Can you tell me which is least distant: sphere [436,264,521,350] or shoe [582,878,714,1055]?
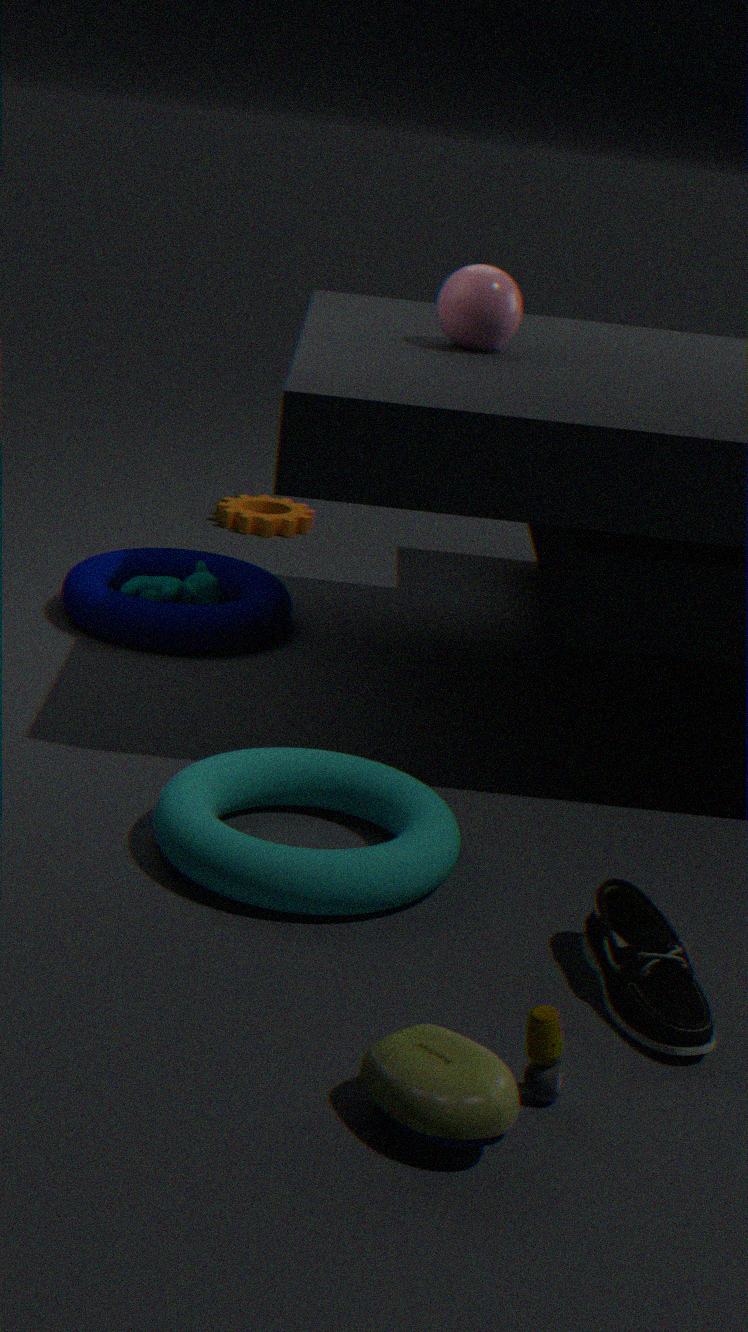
shoe [582,878,714,1055]
